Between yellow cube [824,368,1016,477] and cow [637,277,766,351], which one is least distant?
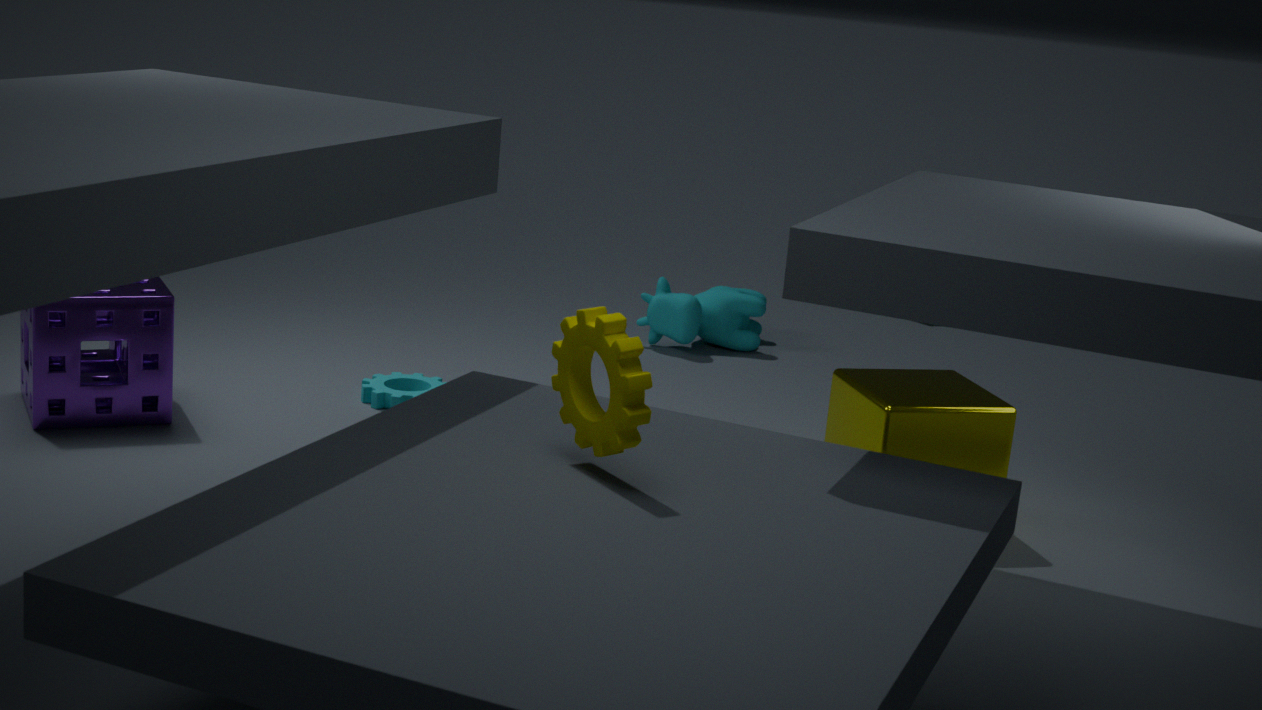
yellow cube [824,368,1016,477]
